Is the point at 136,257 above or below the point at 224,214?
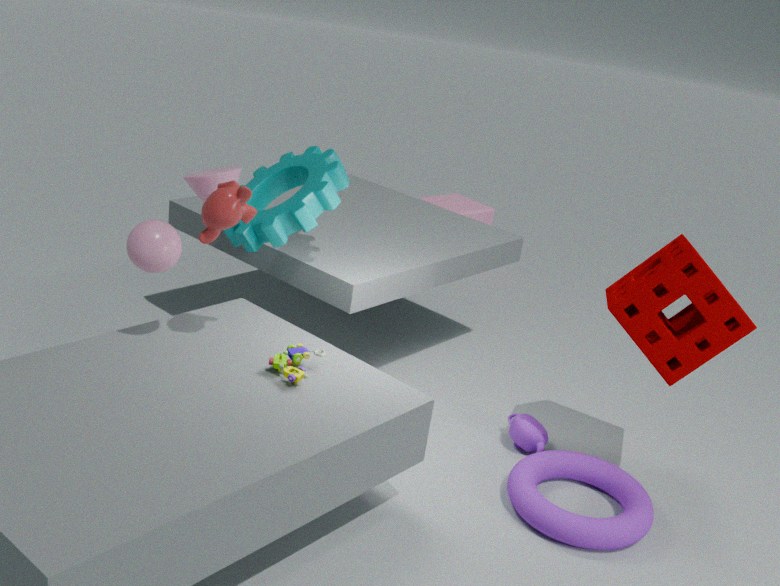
below
